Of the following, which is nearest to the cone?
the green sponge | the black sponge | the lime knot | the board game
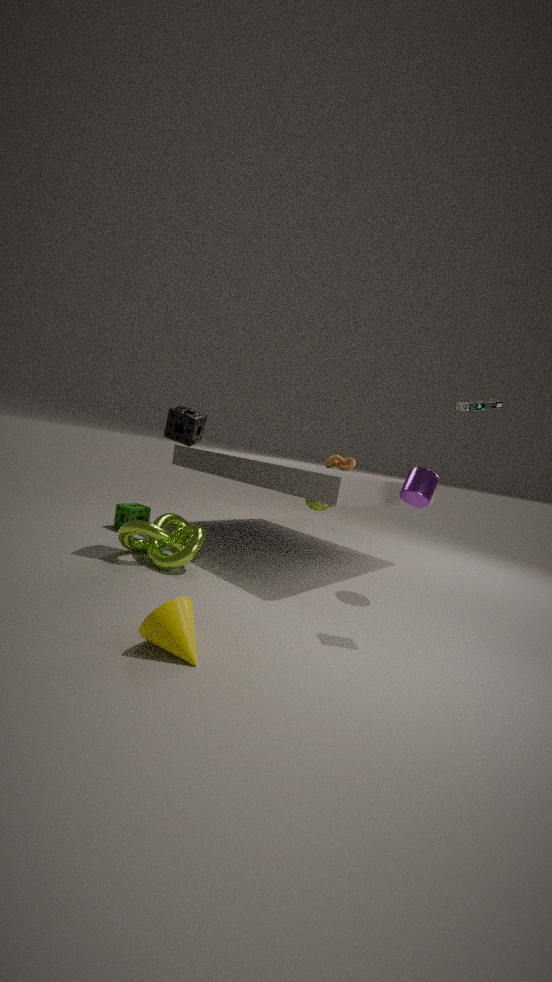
the lime knot
